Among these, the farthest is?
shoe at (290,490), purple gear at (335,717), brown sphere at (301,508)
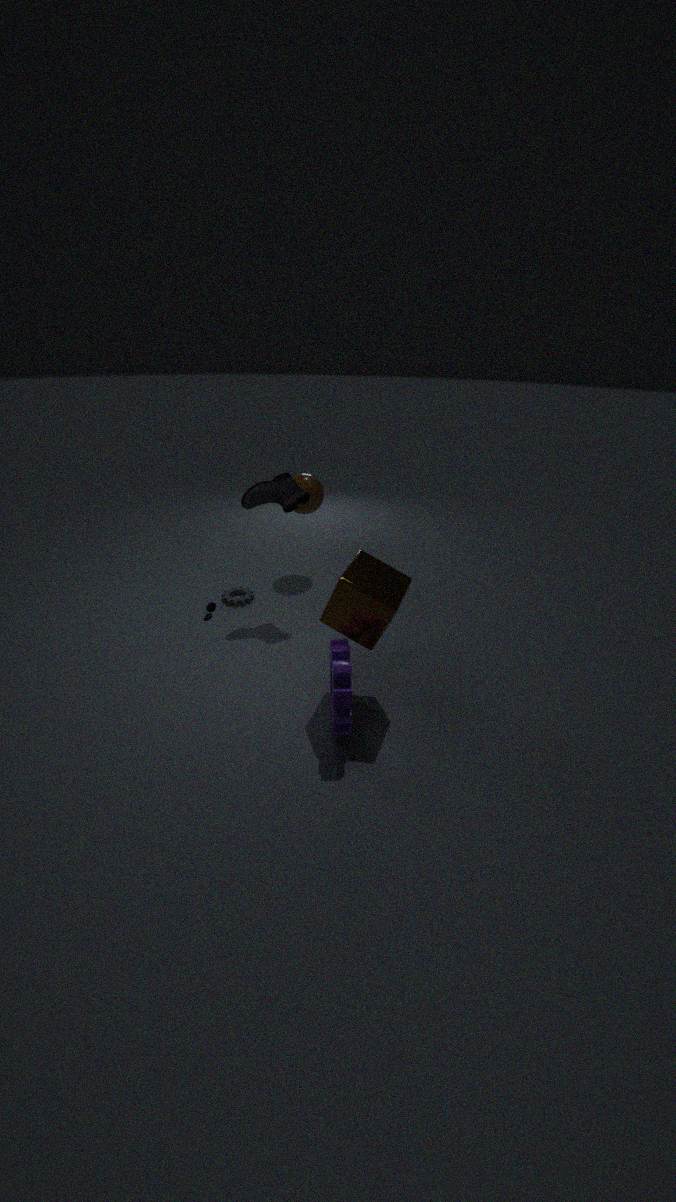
brown sphere at (301,508)
